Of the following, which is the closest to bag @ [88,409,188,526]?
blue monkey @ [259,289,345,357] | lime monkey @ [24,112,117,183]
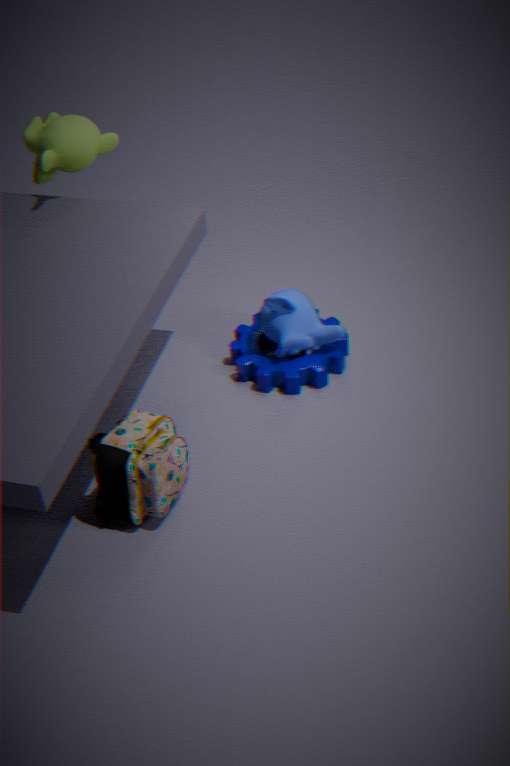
blue monkey @ [259,289,345,357]
